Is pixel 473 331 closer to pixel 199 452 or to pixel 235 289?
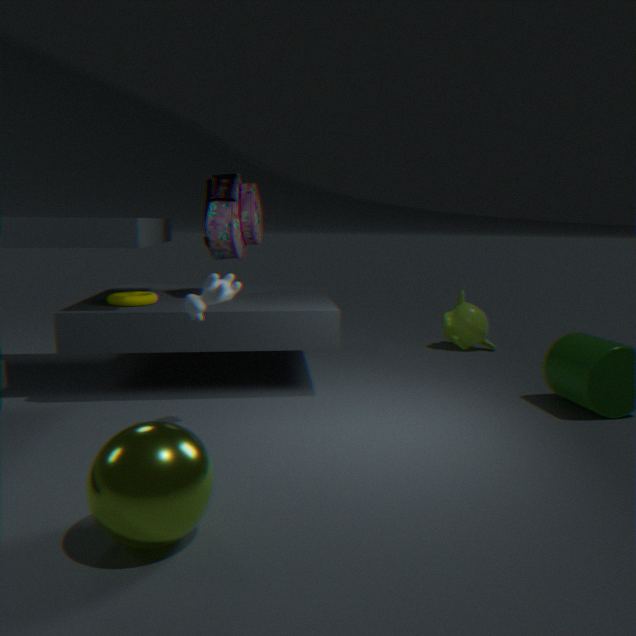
pixel 235 289
